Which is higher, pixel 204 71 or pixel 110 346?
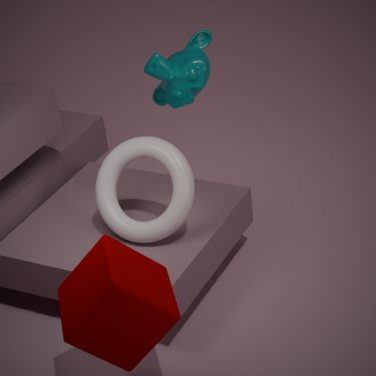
pixel 204 71
